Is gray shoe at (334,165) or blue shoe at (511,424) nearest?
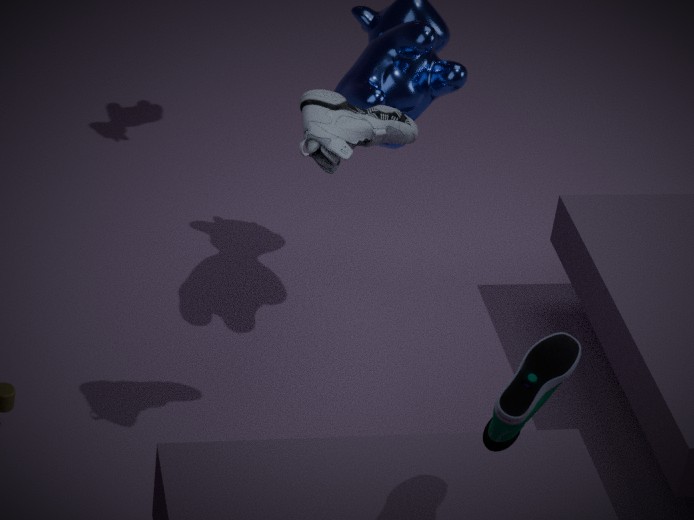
blue shoe at (511,424)
